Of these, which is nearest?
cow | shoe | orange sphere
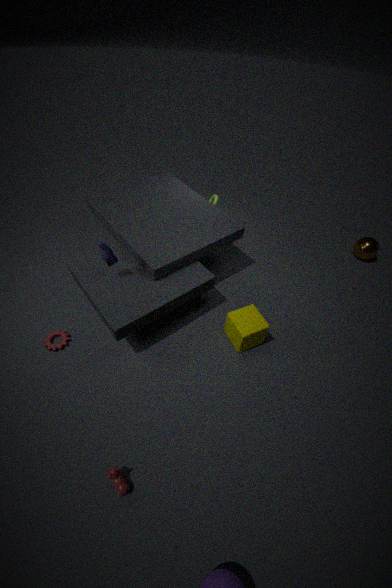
cow
